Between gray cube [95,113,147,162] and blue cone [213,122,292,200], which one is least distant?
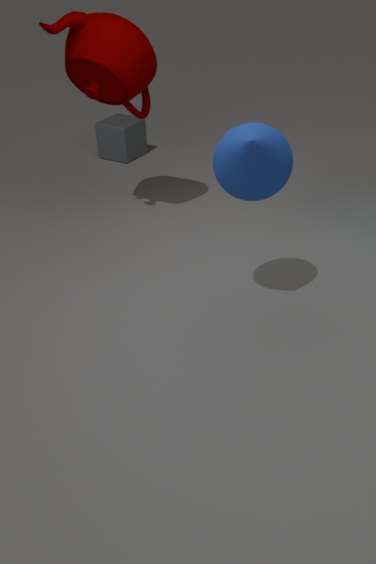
blue cone [213,122,292,200]
